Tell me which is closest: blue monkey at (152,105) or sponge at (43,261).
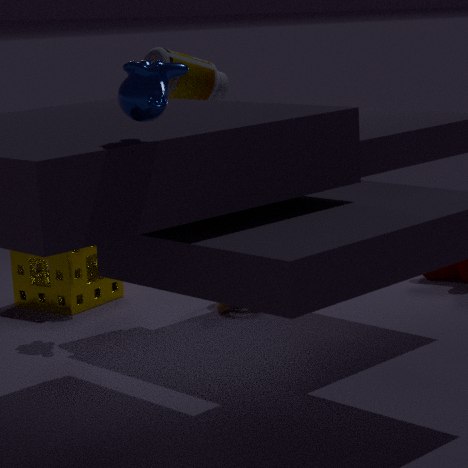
blue monkey at (152,105)
